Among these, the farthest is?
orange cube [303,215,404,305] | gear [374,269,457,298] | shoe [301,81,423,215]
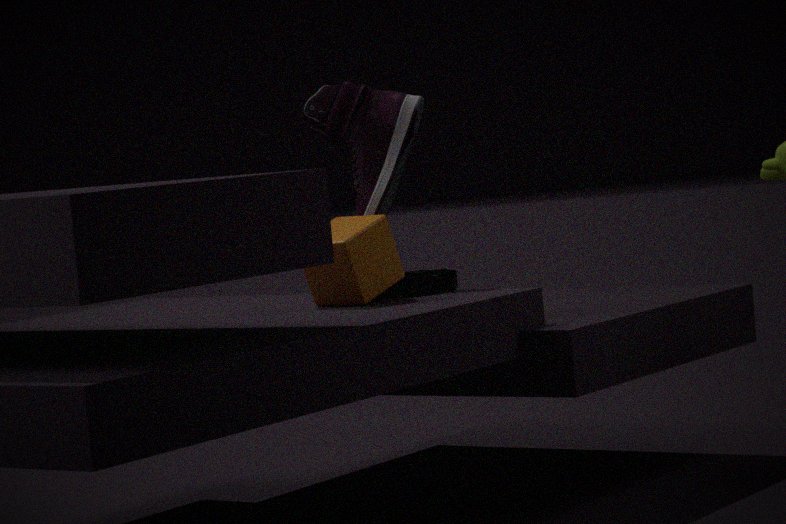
shoe [301,81,423,215]
